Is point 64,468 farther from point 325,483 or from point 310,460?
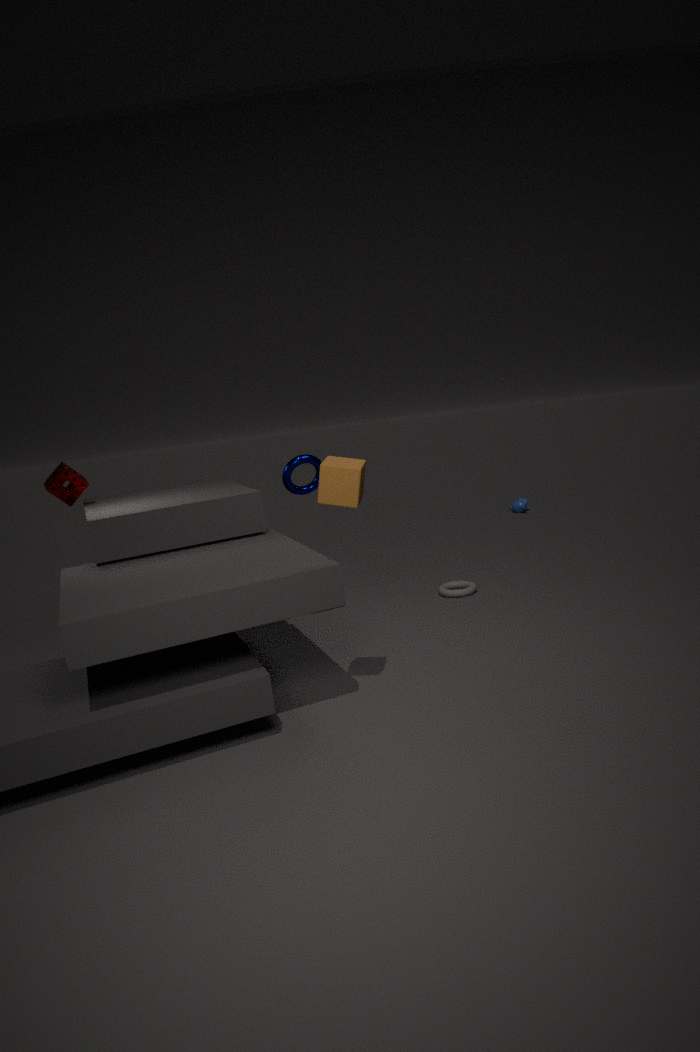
point 325,483
